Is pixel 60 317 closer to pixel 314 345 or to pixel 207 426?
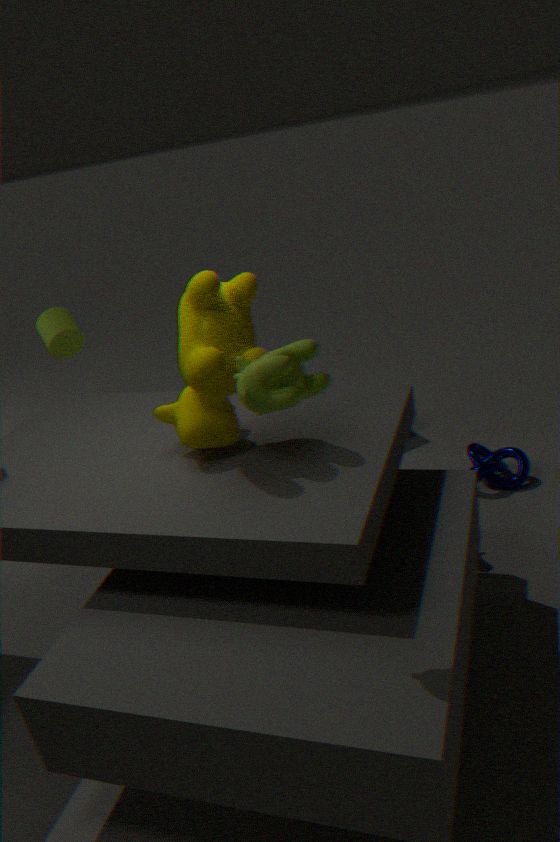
pixel 207 426
